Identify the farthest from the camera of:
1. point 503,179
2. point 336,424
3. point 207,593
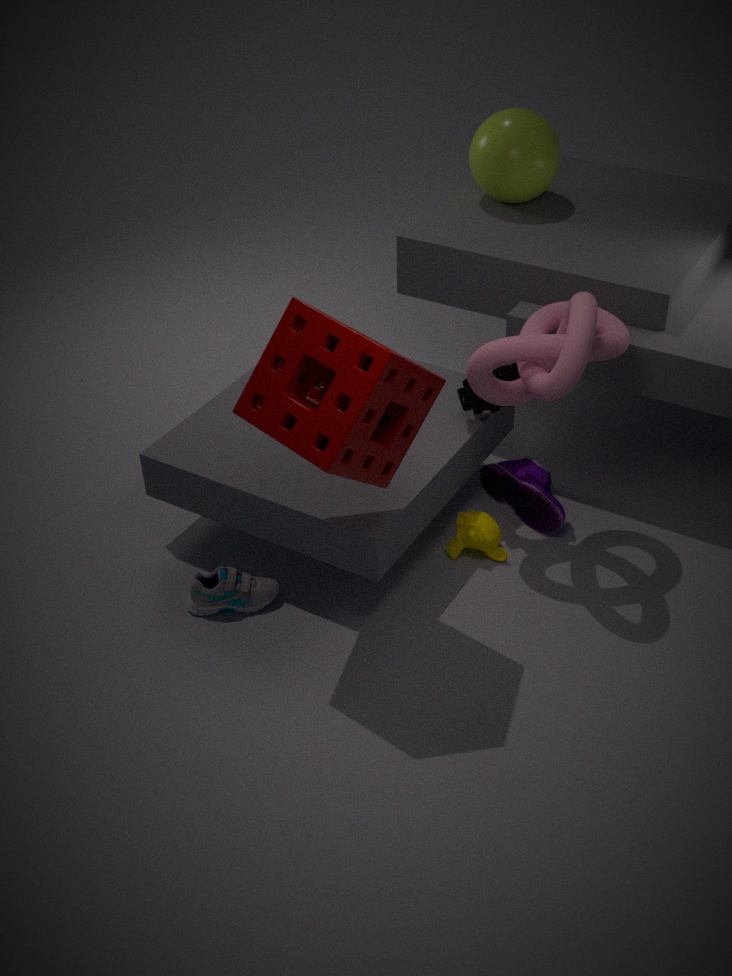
point 503,179
